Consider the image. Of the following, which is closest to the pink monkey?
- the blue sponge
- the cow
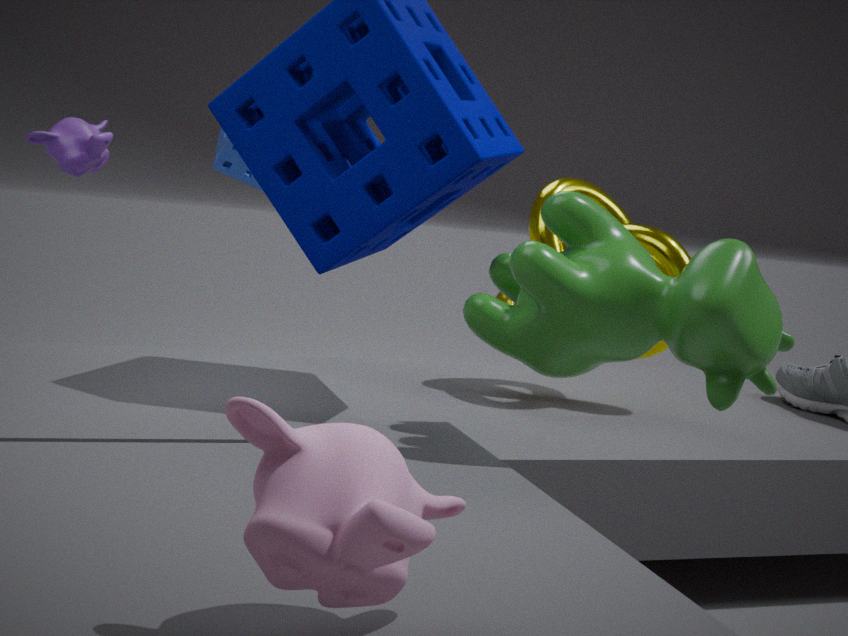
the cow
